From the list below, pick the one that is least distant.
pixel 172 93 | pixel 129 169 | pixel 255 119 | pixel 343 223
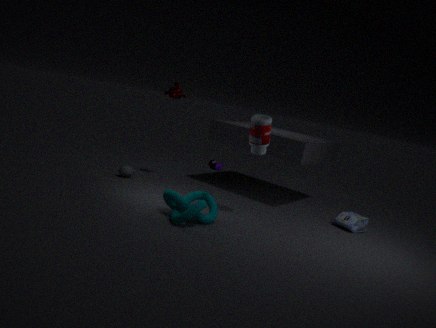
pixel 255 119
